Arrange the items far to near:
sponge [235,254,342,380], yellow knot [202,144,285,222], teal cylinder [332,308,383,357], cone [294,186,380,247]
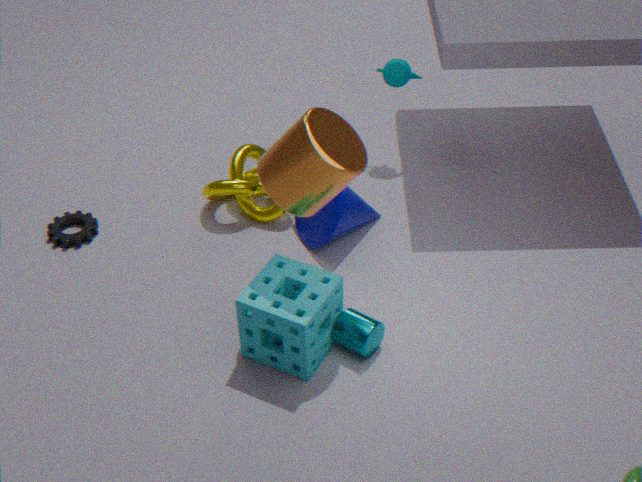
yellow knot [202,144,285,222] → cone [294,186,380,247] → teal cylinder [332,308,383,357] → sponge [235,254,342,380]
